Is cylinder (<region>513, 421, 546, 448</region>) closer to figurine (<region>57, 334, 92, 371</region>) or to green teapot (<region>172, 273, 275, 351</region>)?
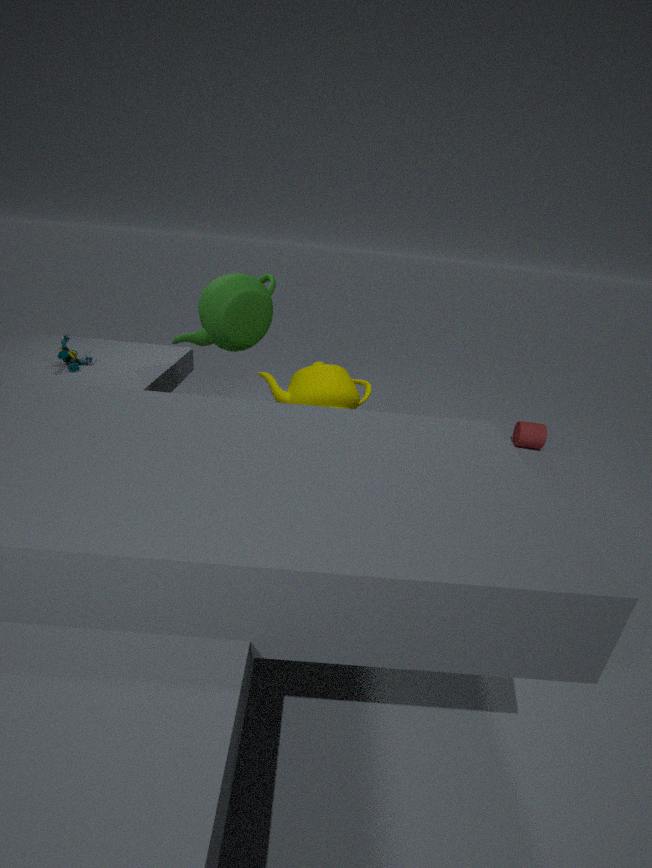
green teapot (<region>172, 273, 275, 351</region>)
